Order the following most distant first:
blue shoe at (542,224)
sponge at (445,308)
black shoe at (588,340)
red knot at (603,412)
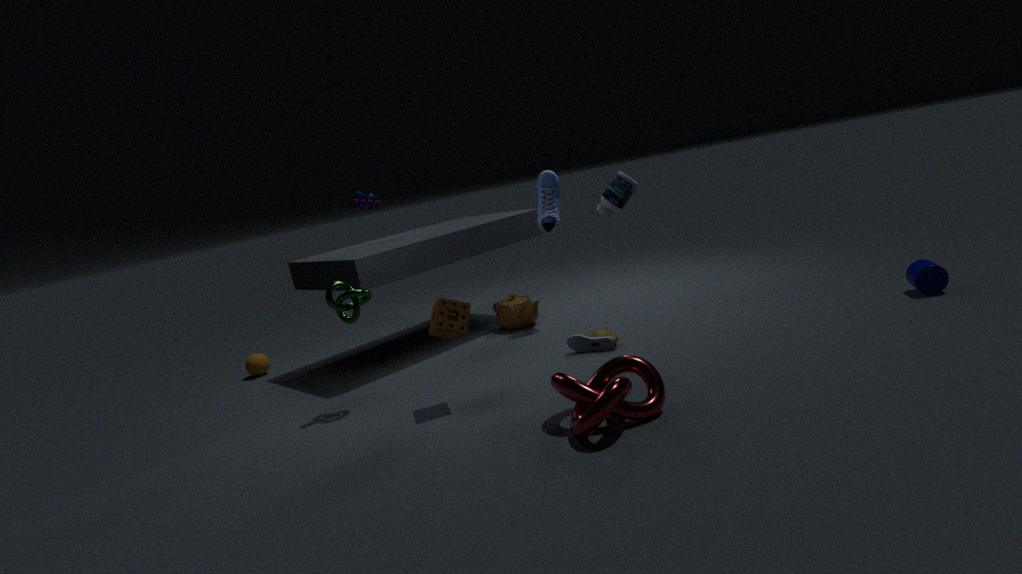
blue shoe at (542,224) → black shoe at (588,340) → sponge at (445,308) → red knot at (603,412)
